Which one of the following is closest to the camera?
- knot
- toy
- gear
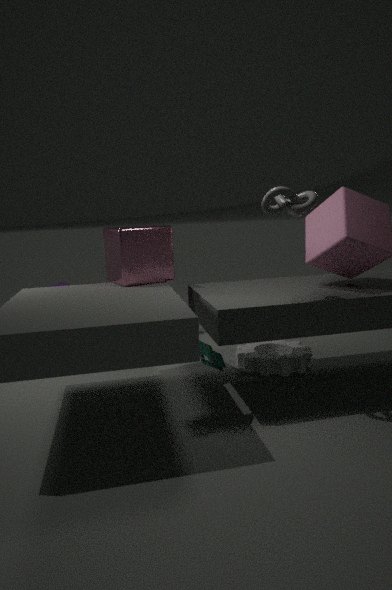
knot
